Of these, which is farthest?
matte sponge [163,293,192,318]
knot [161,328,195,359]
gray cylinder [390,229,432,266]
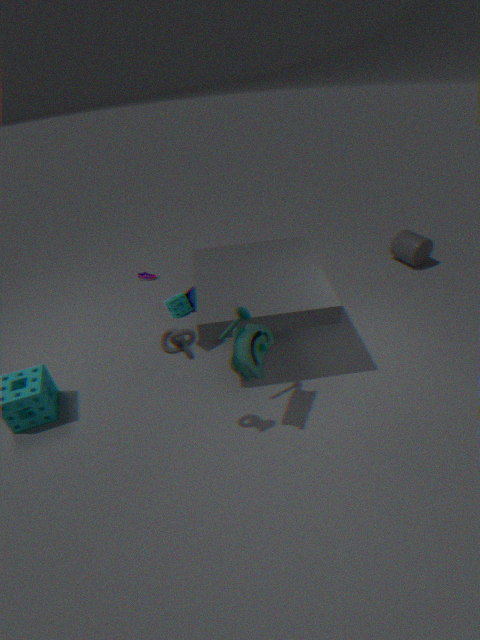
gray cylinder [390,229,432,266]
